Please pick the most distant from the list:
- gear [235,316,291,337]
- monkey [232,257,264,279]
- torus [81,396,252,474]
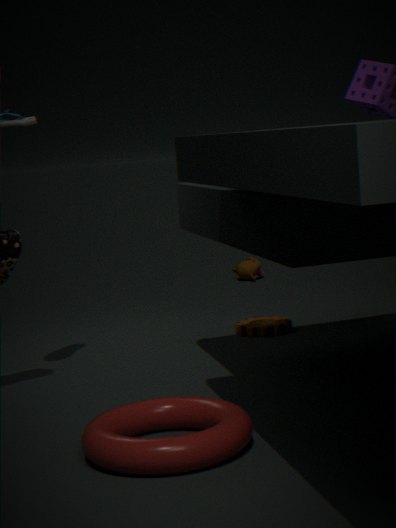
monkey [232,257,264,279]
